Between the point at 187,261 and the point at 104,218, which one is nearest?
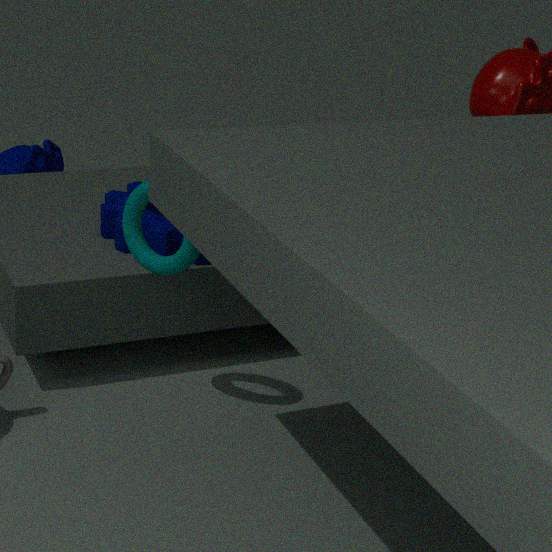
the point at 187,261
